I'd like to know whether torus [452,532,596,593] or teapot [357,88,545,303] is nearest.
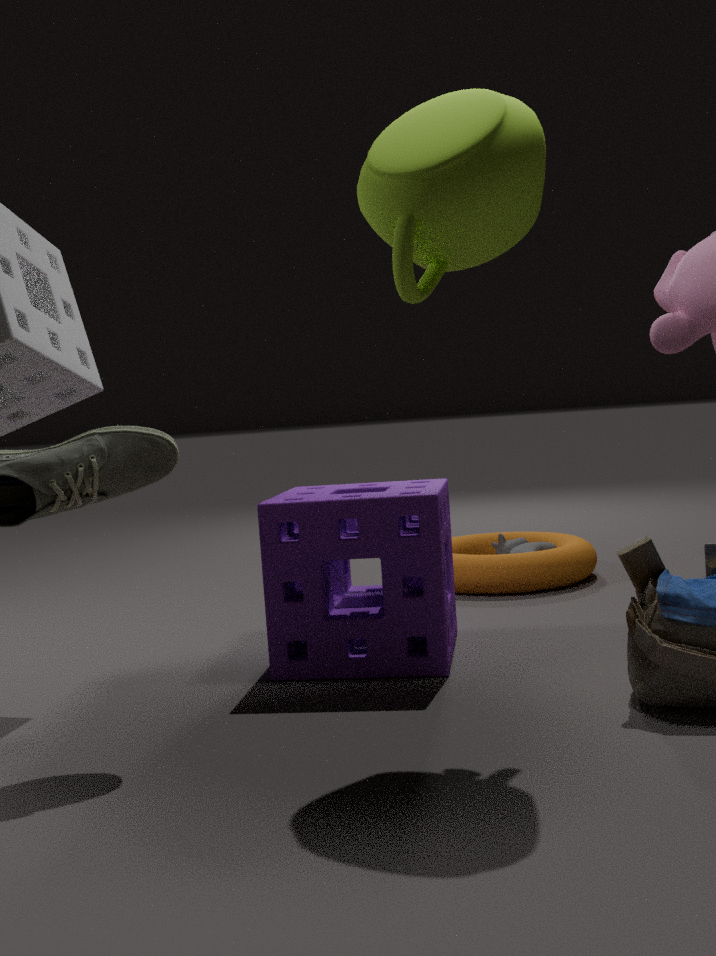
teapot [357,88,545,303]
